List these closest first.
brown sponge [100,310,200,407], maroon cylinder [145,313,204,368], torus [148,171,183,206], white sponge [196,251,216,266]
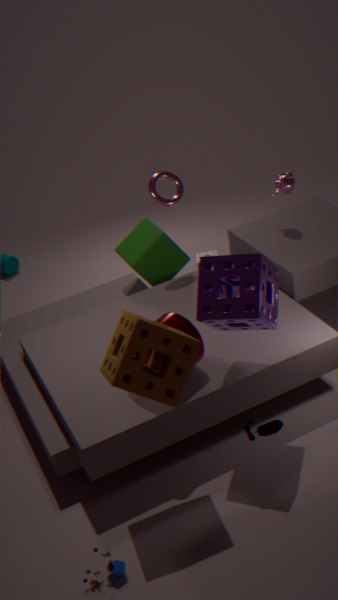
brown sponge [100,310,200,407], maroon cylinder [145,313,204,368], torus [148,171,183,206], white sponge [196,251,216,266]
